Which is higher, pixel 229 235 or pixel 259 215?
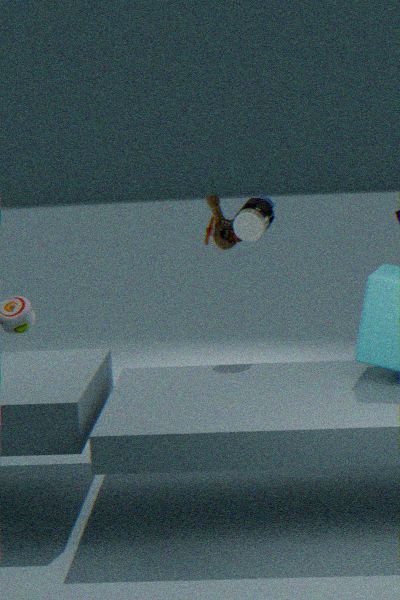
pixel 259 215
